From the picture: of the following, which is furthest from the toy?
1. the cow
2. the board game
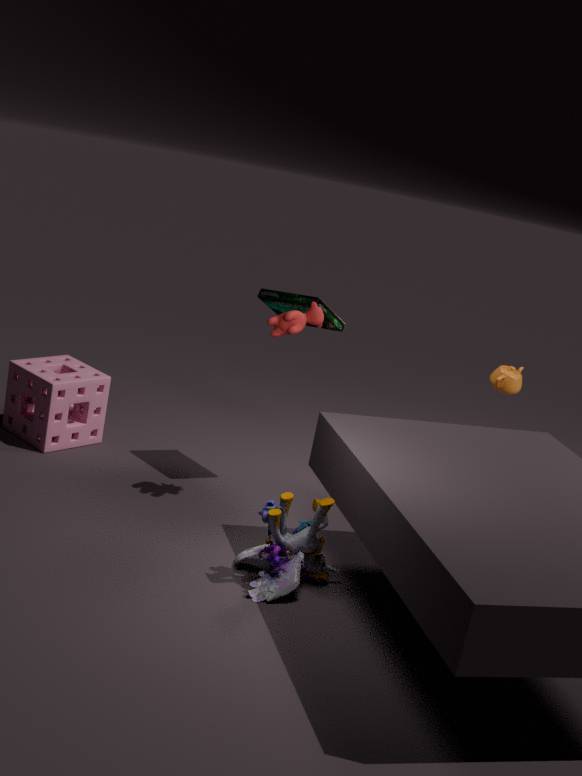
A: the board game
